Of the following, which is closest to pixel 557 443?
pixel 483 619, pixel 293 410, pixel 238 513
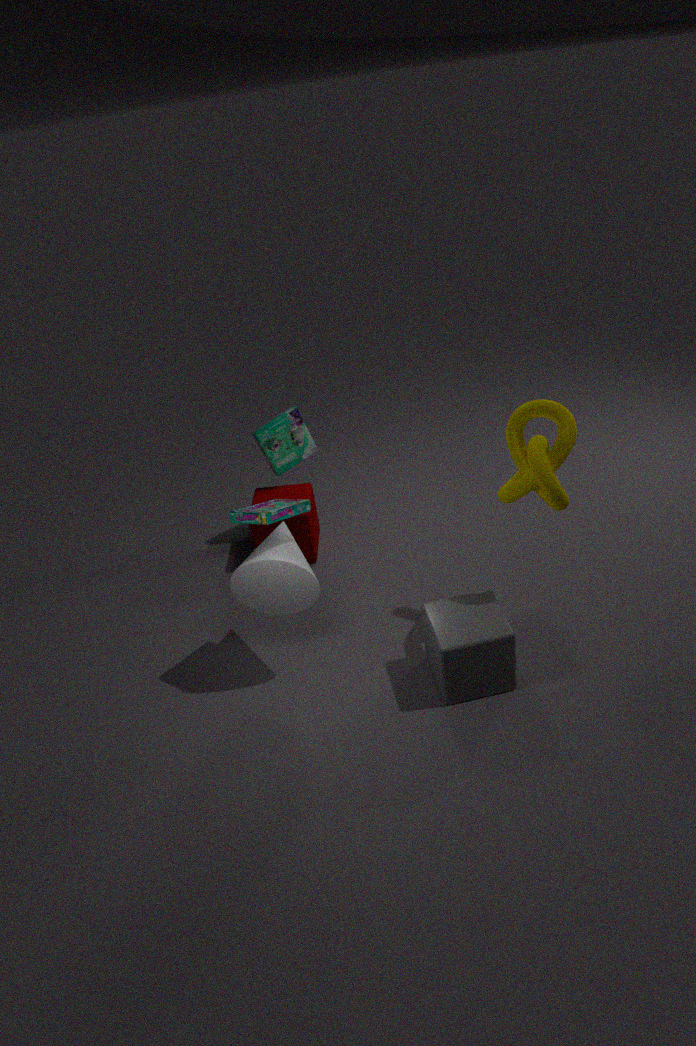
pixel 483 619
